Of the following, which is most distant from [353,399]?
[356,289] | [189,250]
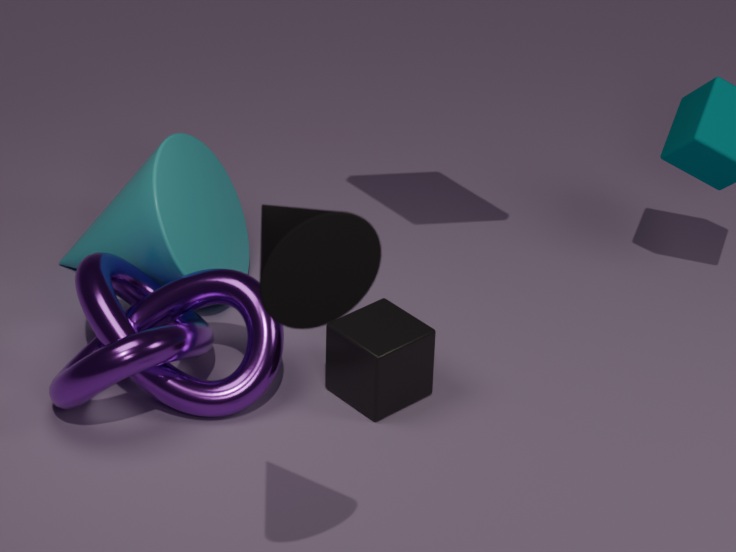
[356,289]
